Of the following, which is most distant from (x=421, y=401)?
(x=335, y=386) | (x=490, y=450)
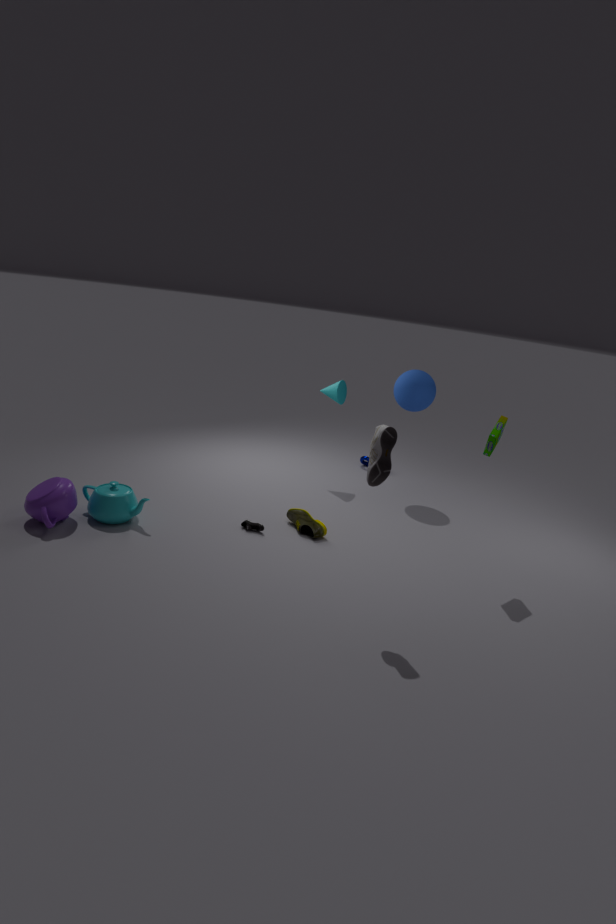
(x=490, y=450)
